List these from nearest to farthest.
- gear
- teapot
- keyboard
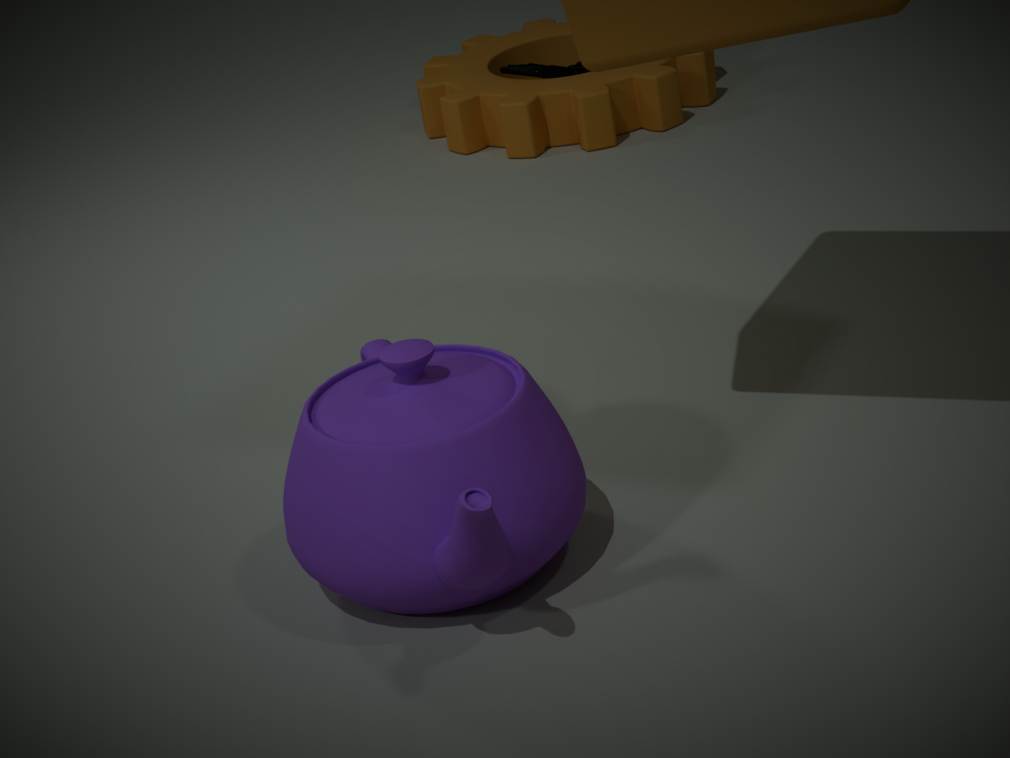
teapot
gear
keyboard
